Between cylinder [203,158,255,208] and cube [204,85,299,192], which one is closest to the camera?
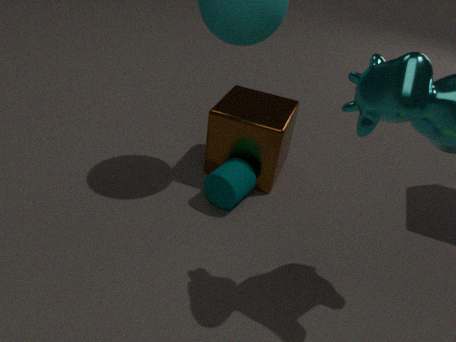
cylinder [203,158,255,208]
